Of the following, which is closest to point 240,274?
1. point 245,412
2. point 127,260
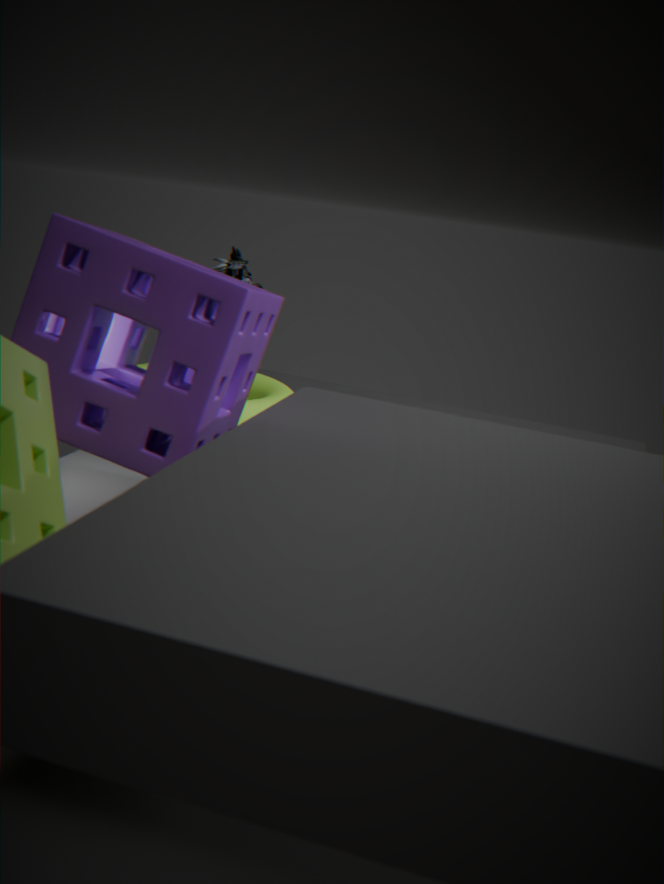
point 245,412
